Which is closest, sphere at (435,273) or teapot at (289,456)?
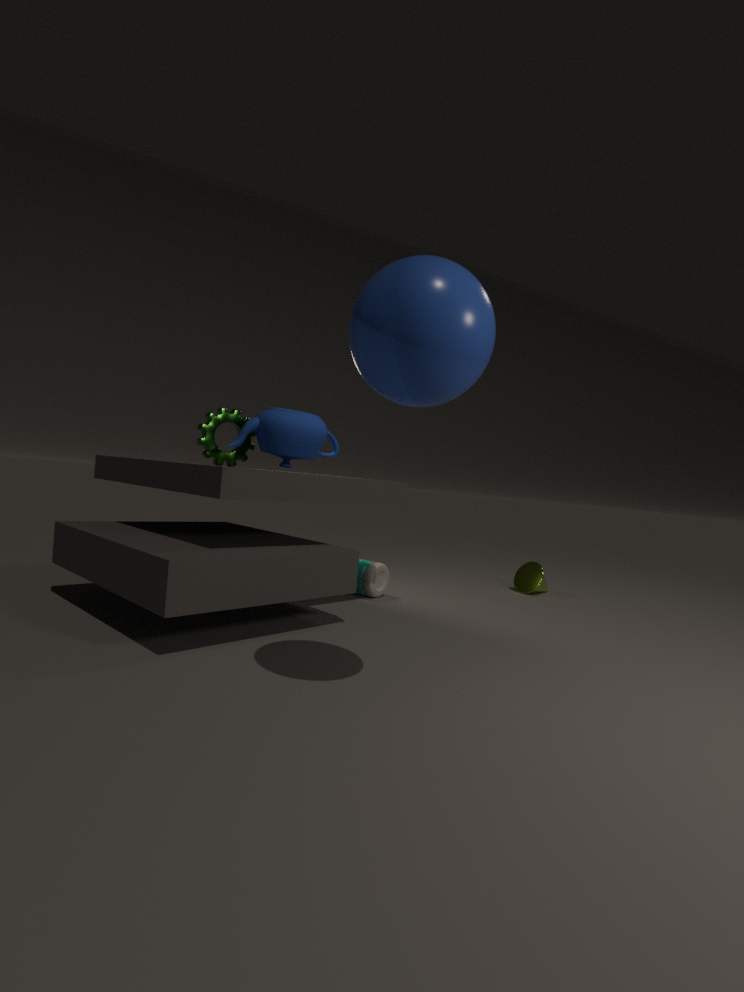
sphere at (435,273)
